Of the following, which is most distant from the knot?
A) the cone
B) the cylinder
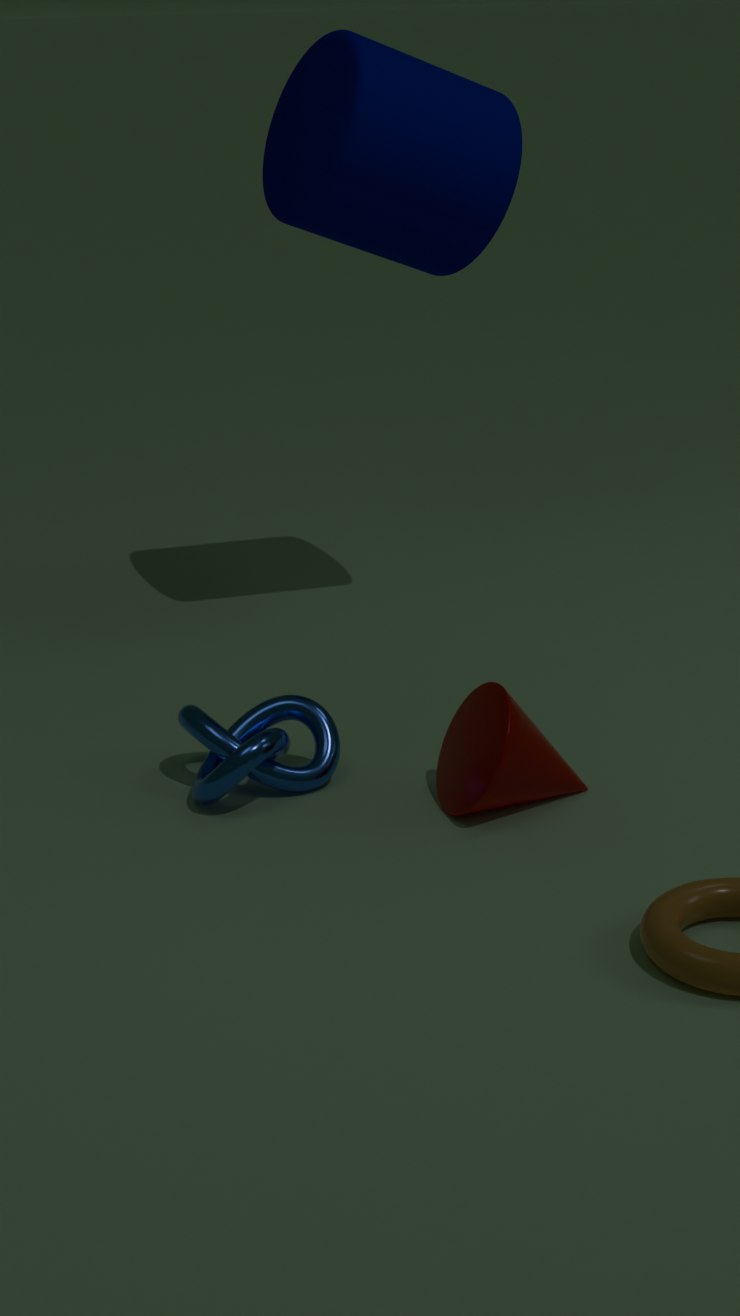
the cylinder
